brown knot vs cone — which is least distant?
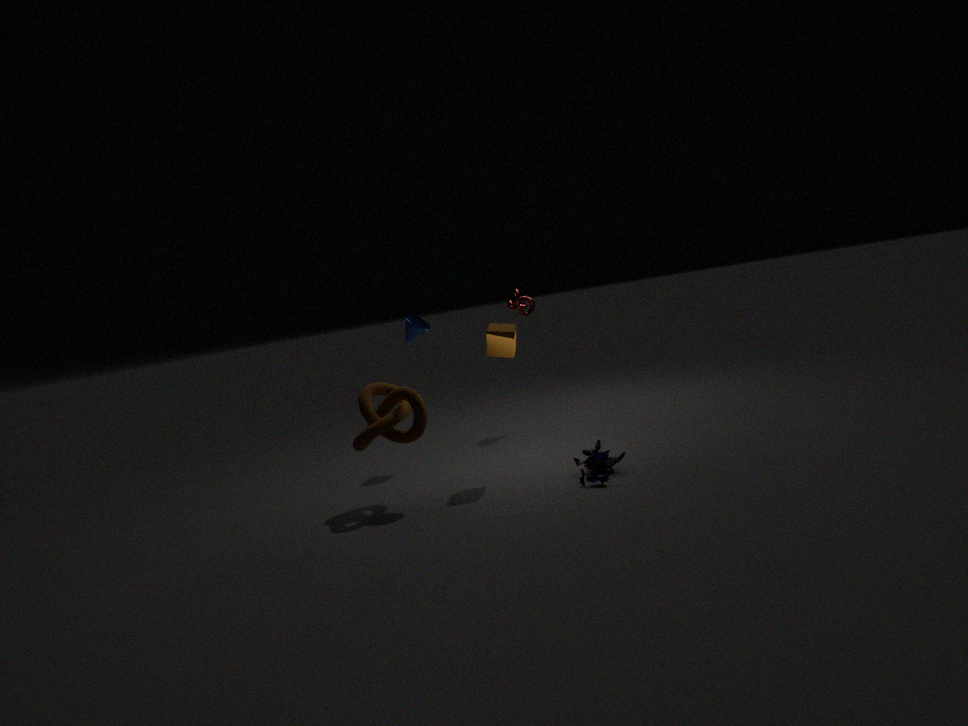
brown knot
